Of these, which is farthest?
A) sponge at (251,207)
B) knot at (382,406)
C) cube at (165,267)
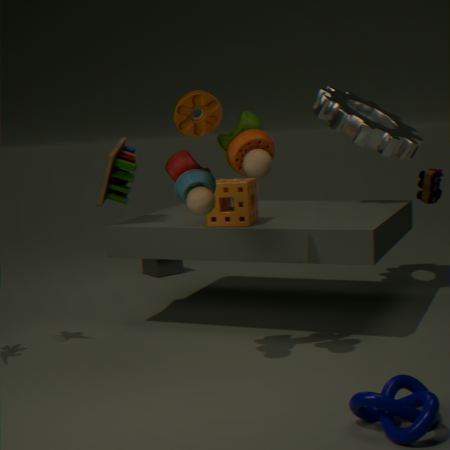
cube at (165,267)
